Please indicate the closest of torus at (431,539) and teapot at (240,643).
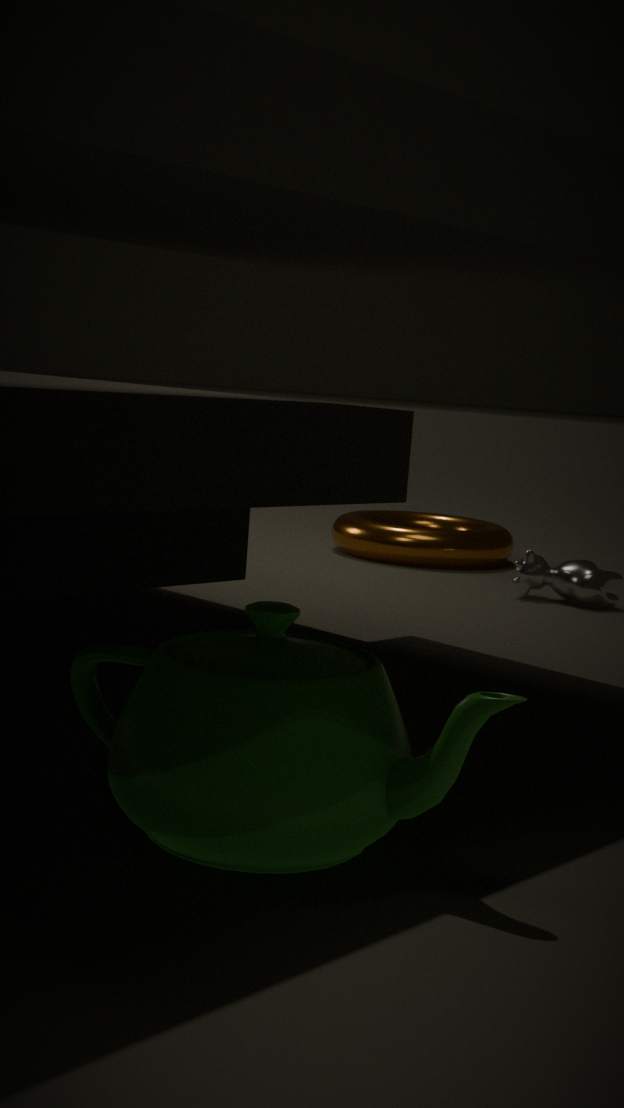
teapot at (240,643)
